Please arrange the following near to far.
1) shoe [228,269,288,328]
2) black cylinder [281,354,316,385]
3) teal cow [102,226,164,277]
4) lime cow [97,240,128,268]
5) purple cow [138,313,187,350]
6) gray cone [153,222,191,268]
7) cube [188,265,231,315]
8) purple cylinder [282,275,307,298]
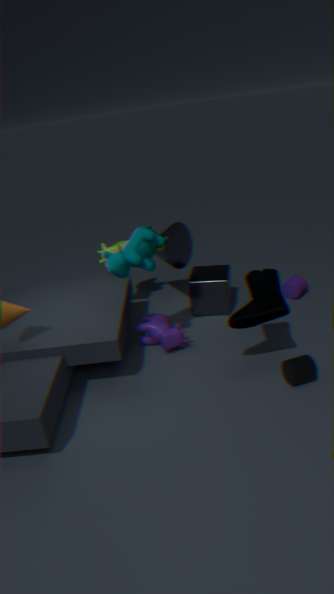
1. shoe [228,269,288,328], 2. black cylinder [281,354,316,385], 3. teal cow [102,226,164,277], 5. purple cow [138,313,187,350], 7. cube [188,265,231,315], 6. gray cone [153,222,191,268], 4. lime cow [97,240,128,268], 8. purple cylinder [282,275,307,298]
